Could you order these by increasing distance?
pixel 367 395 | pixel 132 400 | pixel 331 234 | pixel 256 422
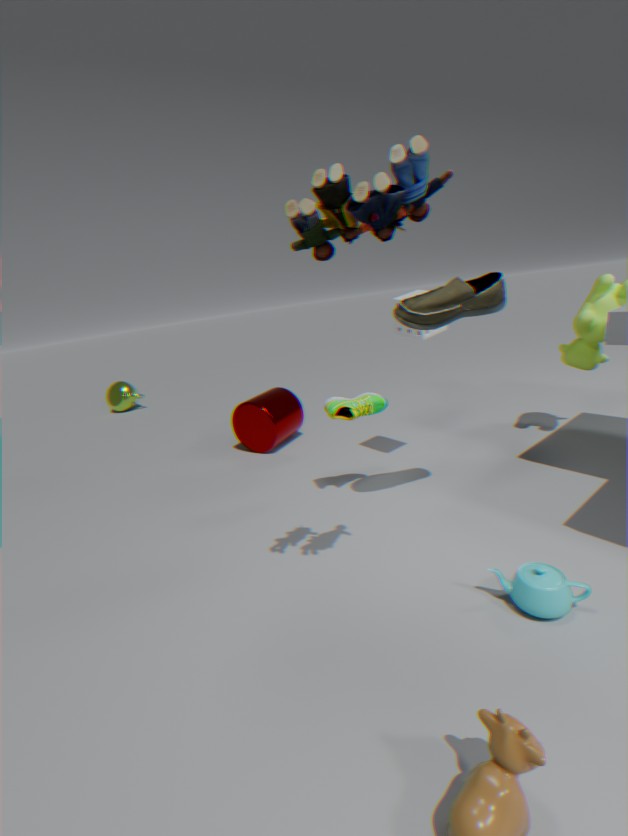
pixel 331 234 → pixel 367 395 → pixel 256 422 → pixel 132 400
